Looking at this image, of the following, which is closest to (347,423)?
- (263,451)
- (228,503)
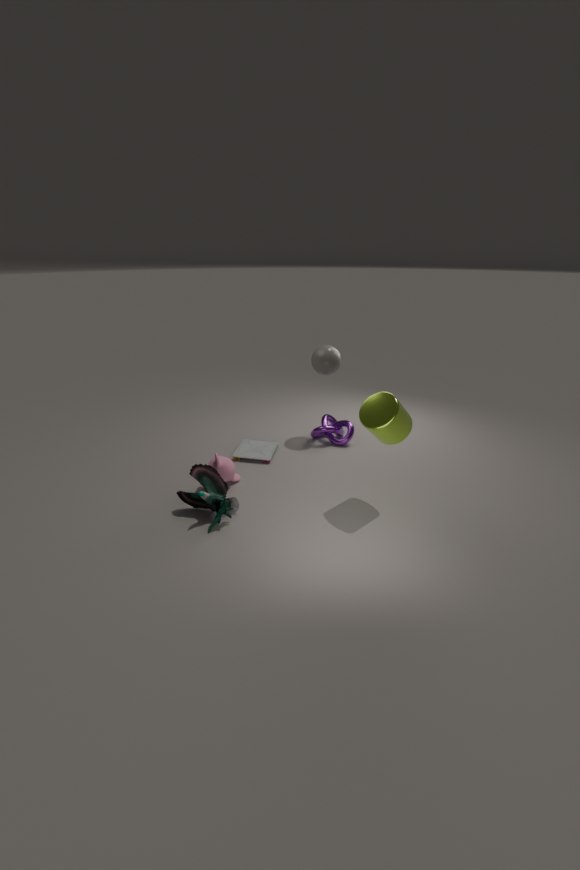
(263,451)
